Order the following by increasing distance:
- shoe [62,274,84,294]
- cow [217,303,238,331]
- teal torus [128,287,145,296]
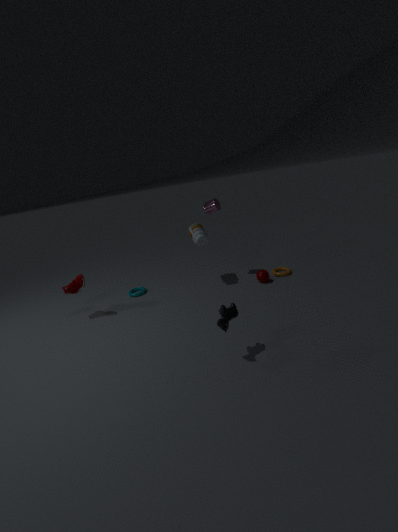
cow [217,303,238,331] < shoe [62,274,84,294] < teal torus [128,287,145,296]
